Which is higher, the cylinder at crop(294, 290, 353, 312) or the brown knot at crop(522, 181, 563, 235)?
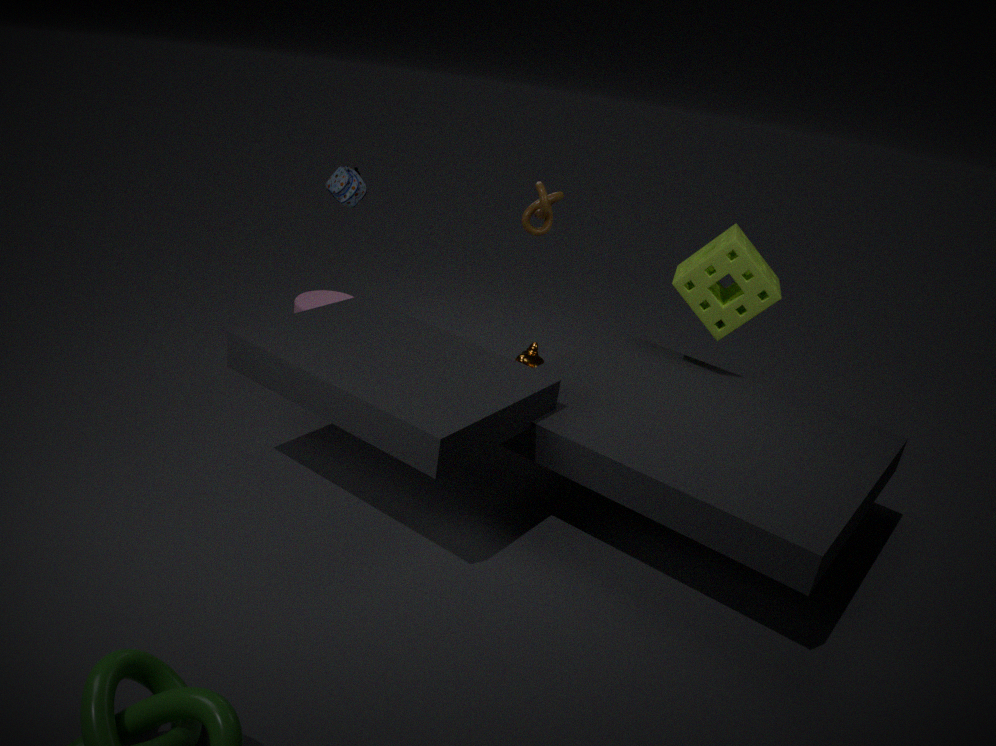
the brown knot at crop(522, 181, 563, 235)
